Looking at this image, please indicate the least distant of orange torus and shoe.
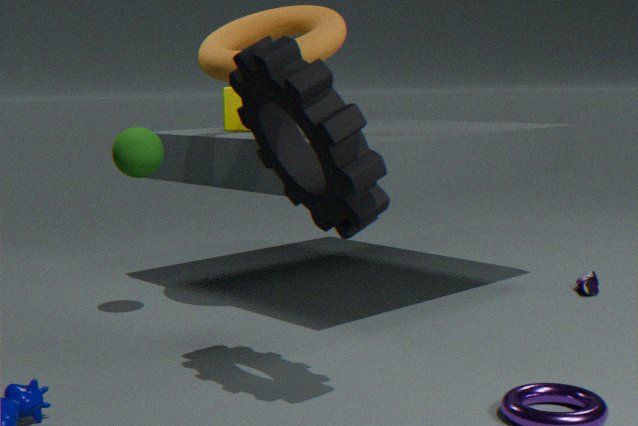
orange torus
